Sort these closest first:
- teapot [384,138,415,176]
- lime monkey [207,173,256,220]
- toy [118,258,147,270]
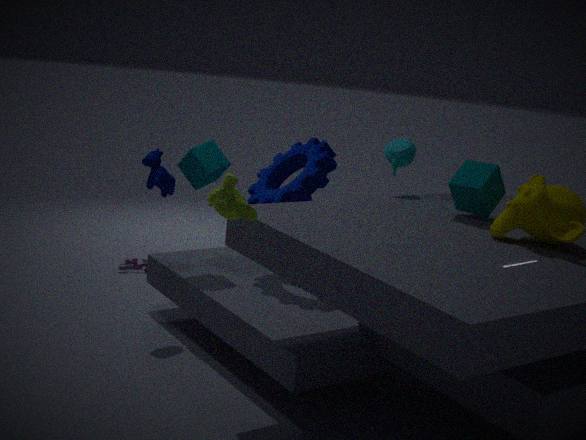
lime monkey [207,173,256,220]
teapot [384,138,415,176]
toy [118,258,147,270]
